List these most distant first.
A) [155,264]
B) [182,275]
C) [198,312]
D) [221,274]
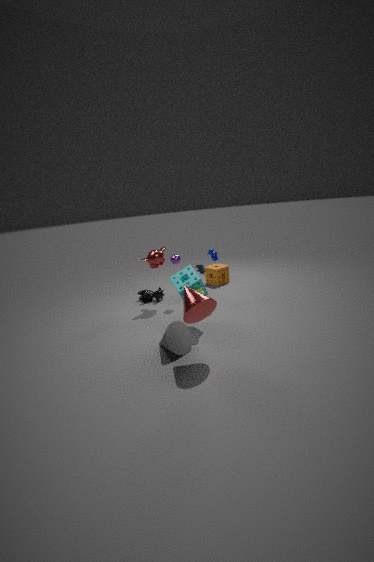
[221,274] < [155,264] < [182,275] < [198,312]
